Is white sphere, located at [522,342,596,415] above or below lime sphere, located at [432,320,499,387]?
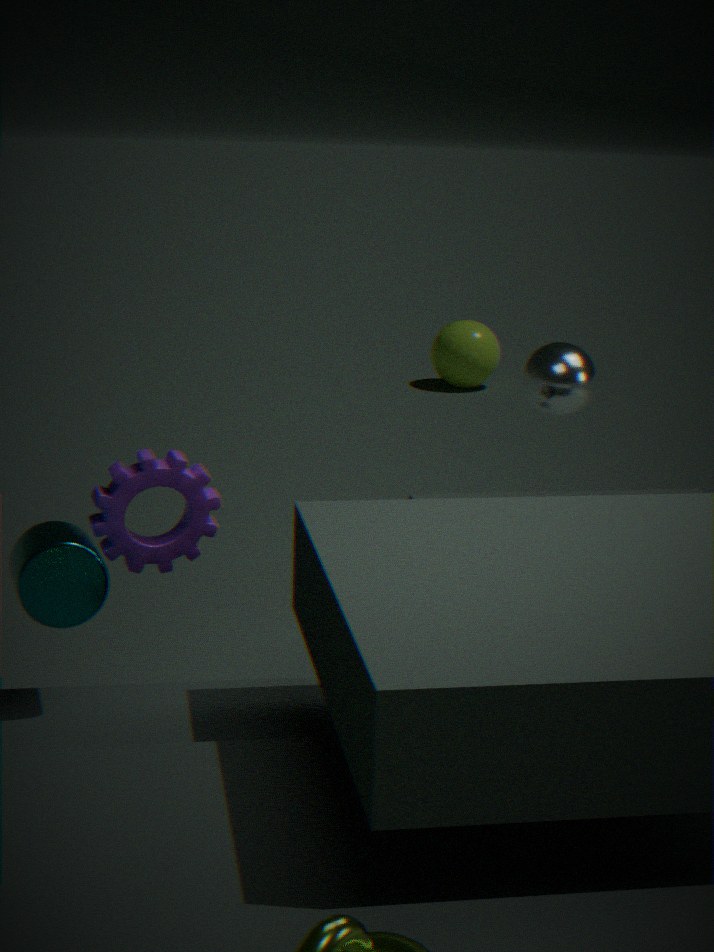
above
